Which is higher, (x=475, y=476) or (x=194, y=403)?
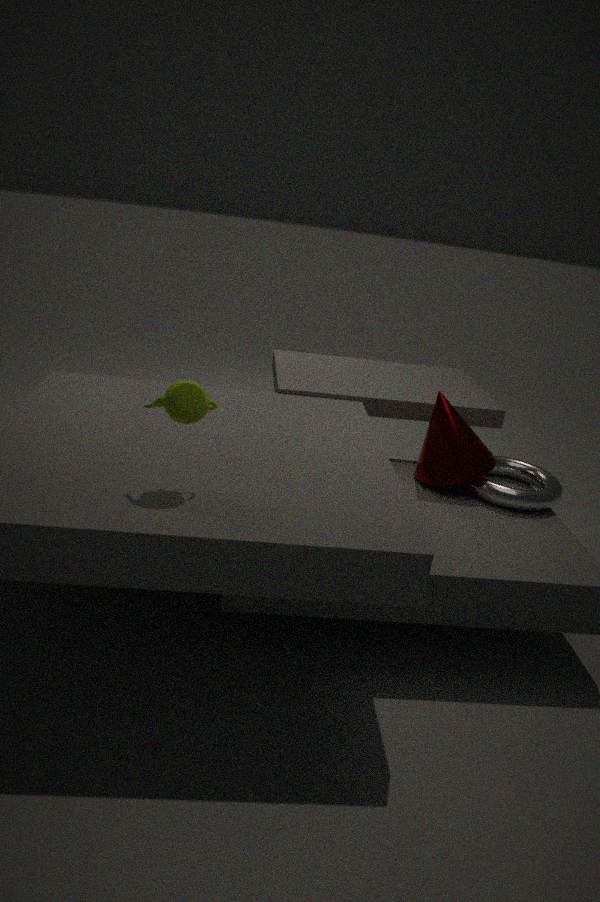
(x=194, y=403)
